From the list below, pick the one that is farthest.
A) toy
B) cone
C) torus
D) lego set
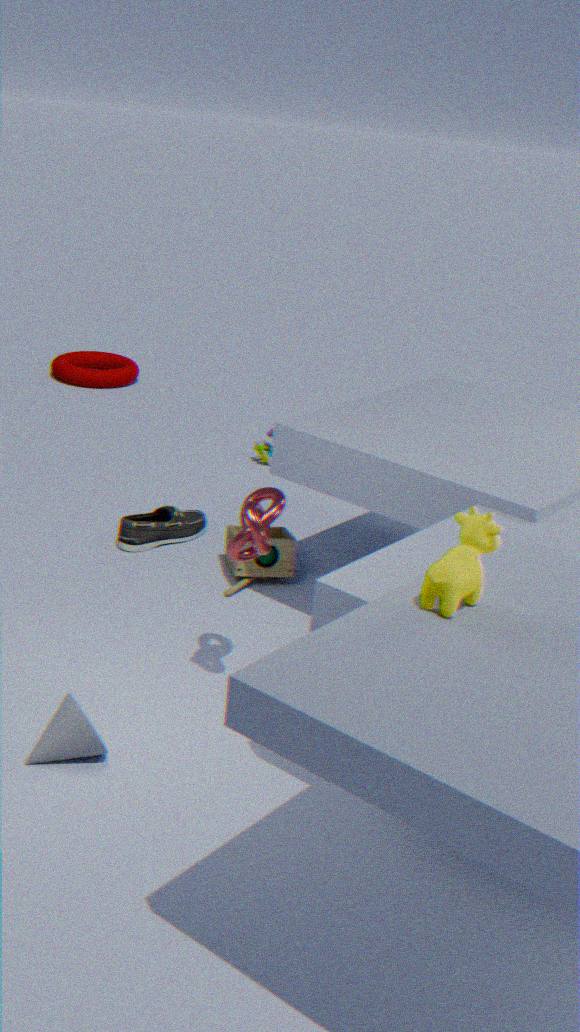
torus
